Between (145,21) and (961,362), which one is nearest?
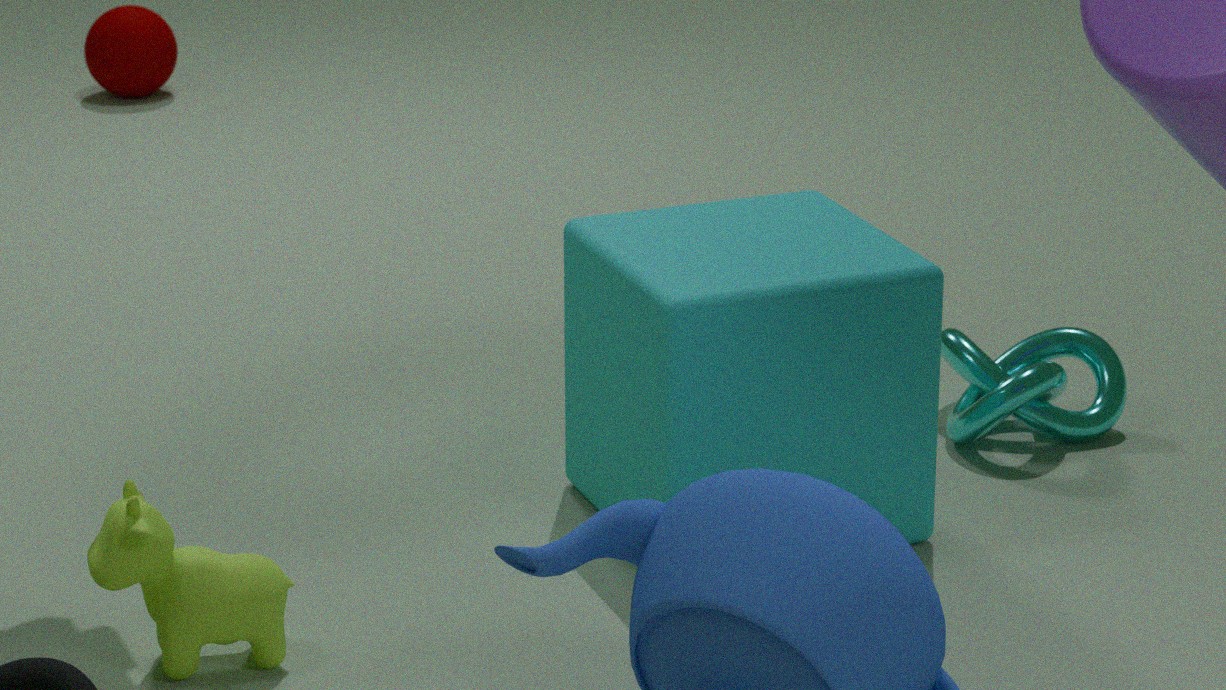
(961,362)
